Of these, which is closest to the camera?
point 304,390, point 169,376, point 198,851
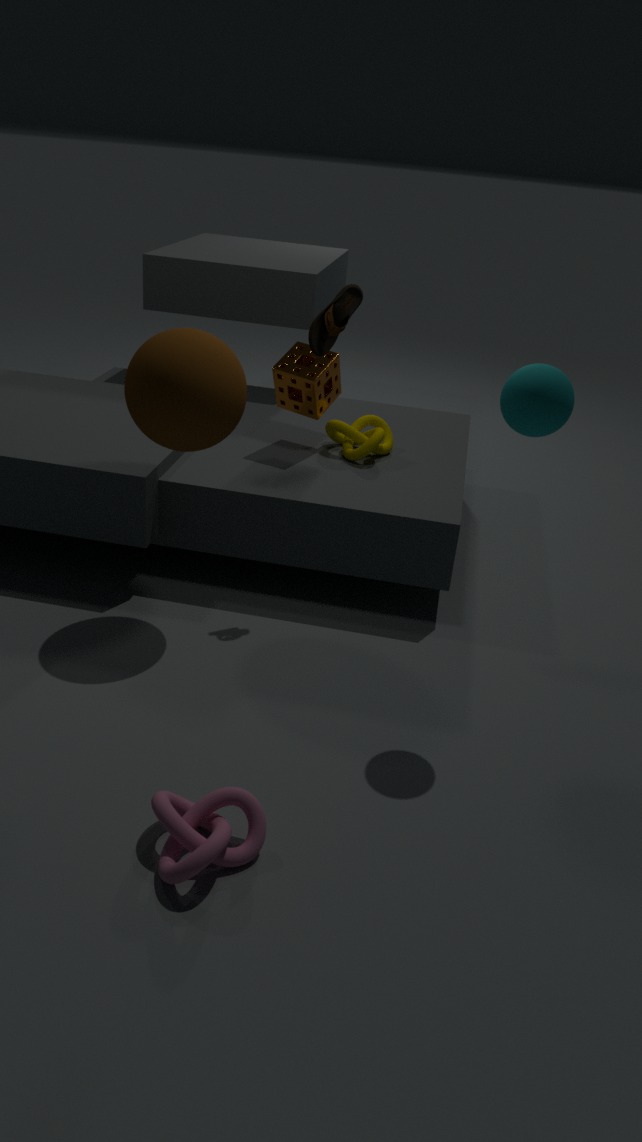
point 198,851
